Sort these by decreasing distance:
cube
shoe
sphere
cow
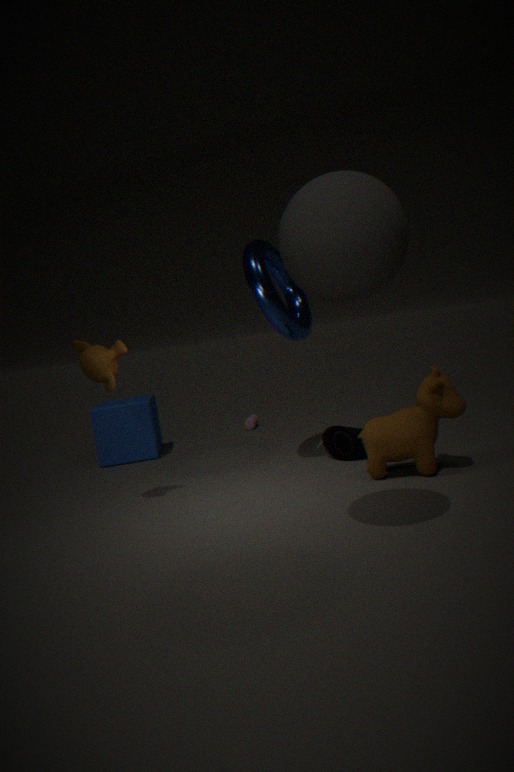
1. cube
2. shoe
3. cow
4. sphere
